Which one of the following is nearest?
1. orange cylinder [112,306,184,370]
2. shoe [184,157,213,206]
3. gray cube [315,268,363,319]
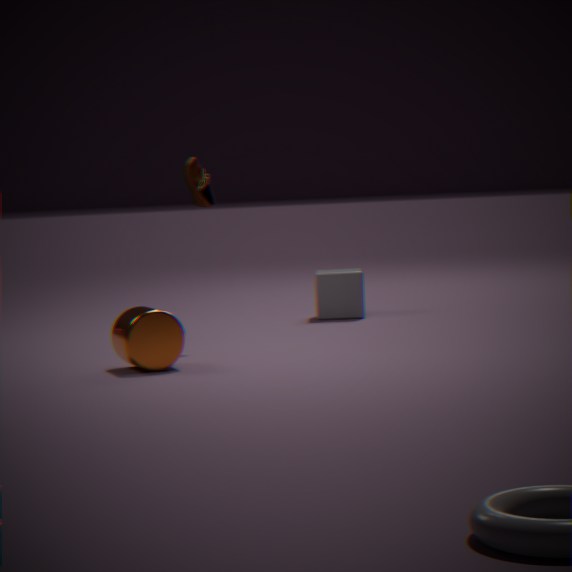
orange cylinder [112,306,184,370]
